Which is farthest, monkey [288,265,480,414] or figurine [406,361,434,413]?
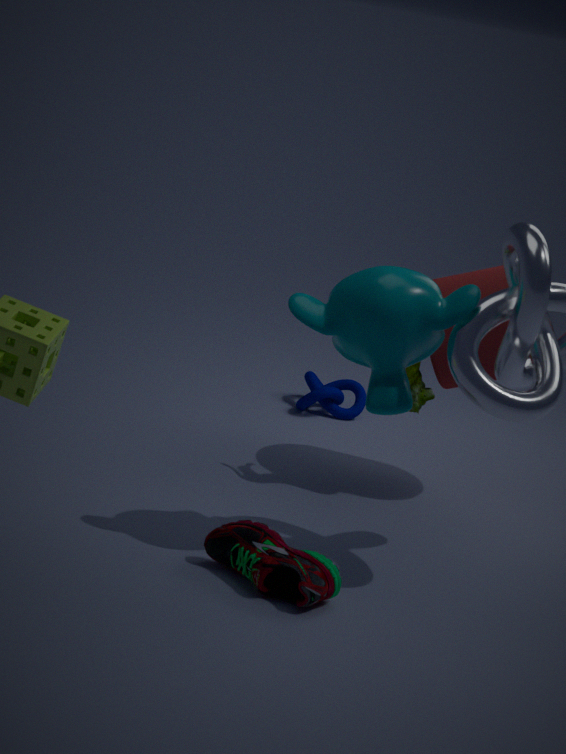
figurine [406,361,434,413]
